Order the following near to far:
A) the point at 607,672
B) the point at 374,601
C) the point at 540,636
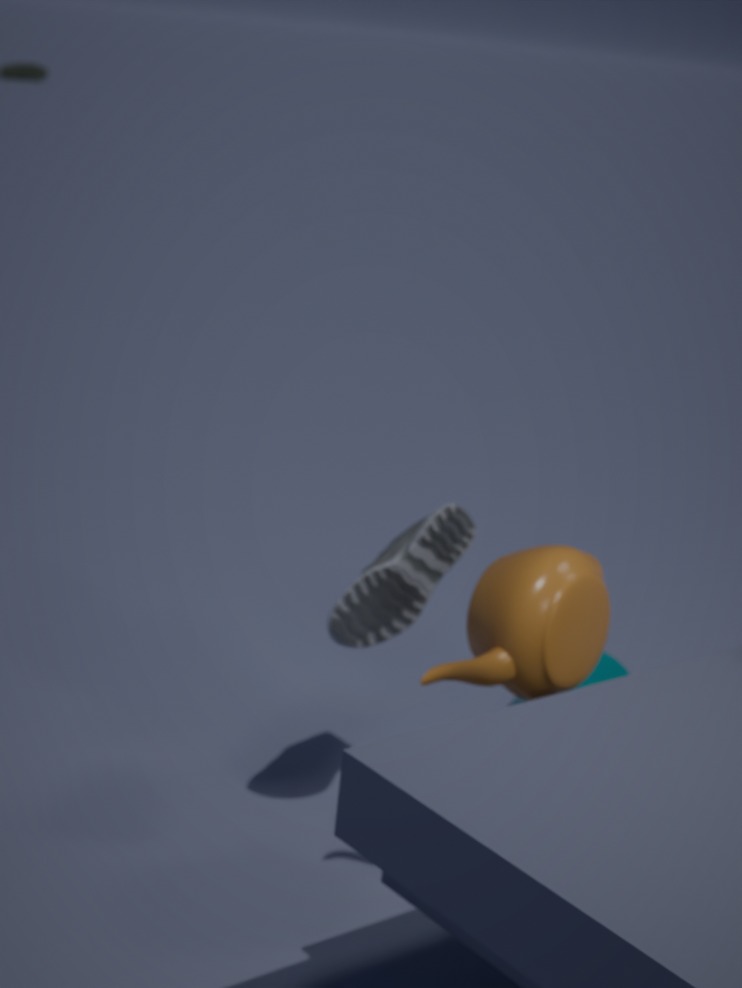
the point at 540,636 < the point at 374,601 < the point at 607,672
